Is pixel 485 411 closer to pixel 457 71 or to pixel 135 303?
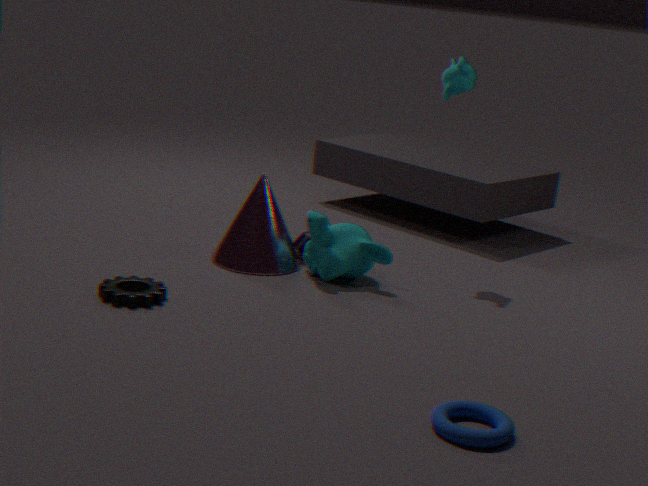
pixel 135 303
